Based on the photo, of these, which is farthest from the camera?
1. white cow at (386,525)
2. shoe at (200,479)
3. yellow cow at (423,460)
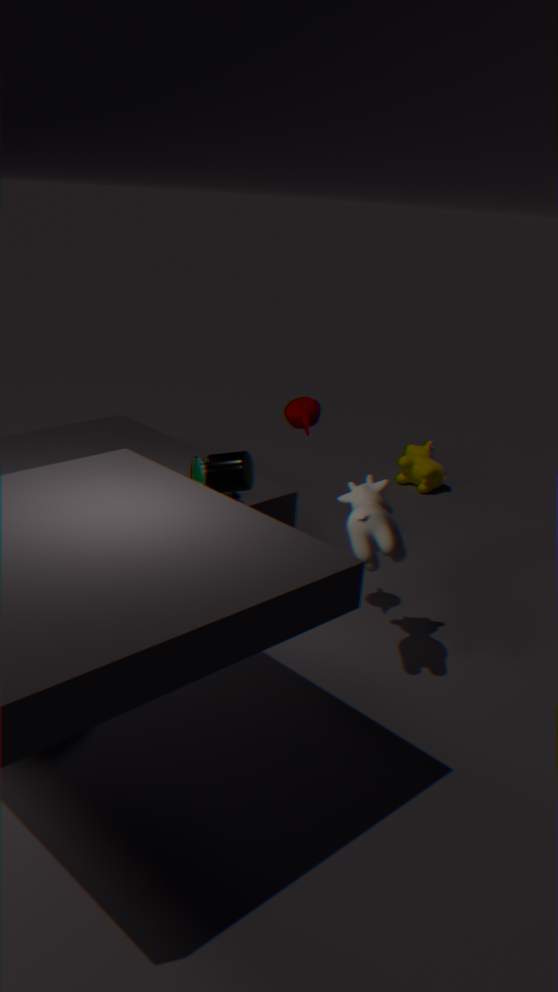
yellow cow at (423,460)
